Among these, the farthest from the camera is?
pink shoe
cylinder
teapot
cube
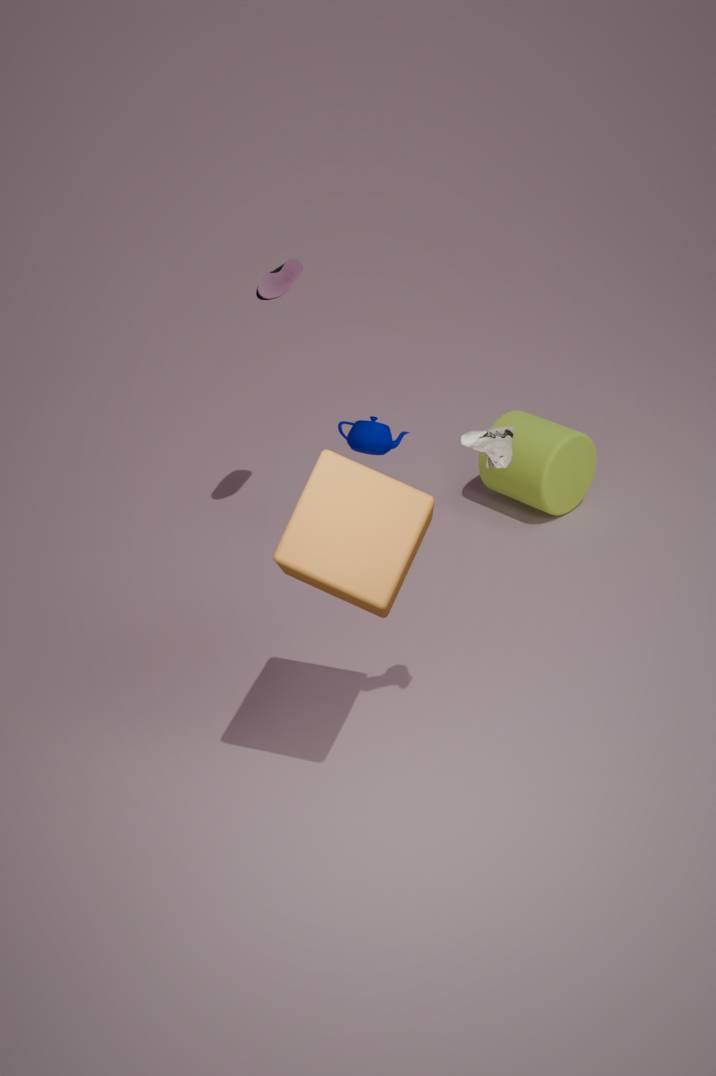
cylinder
